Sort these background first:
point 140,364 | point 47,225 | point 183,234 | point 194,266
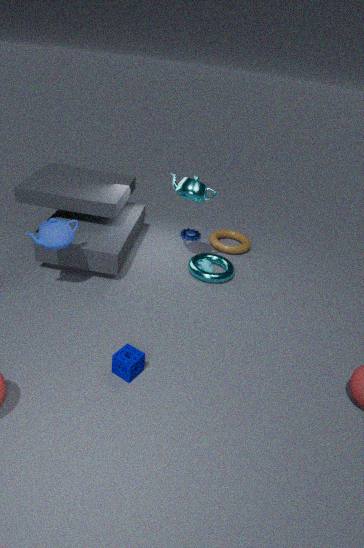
1. point 183,234
2. point 194,266
3. point 47,225
4. point 140,364
